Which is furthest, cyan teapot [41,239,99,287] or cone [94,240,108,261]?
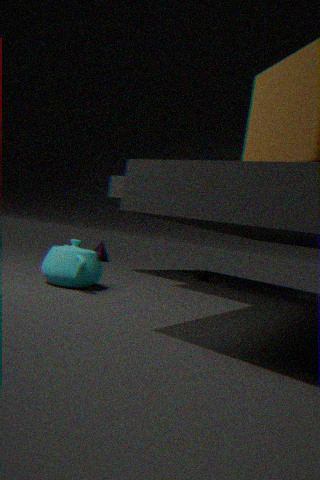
cone [94,240,108,261]
